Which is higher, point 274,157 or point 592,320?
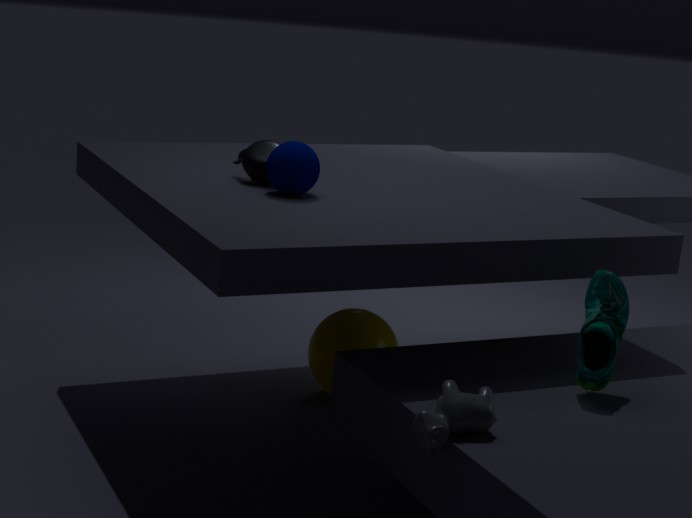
point 274,157
